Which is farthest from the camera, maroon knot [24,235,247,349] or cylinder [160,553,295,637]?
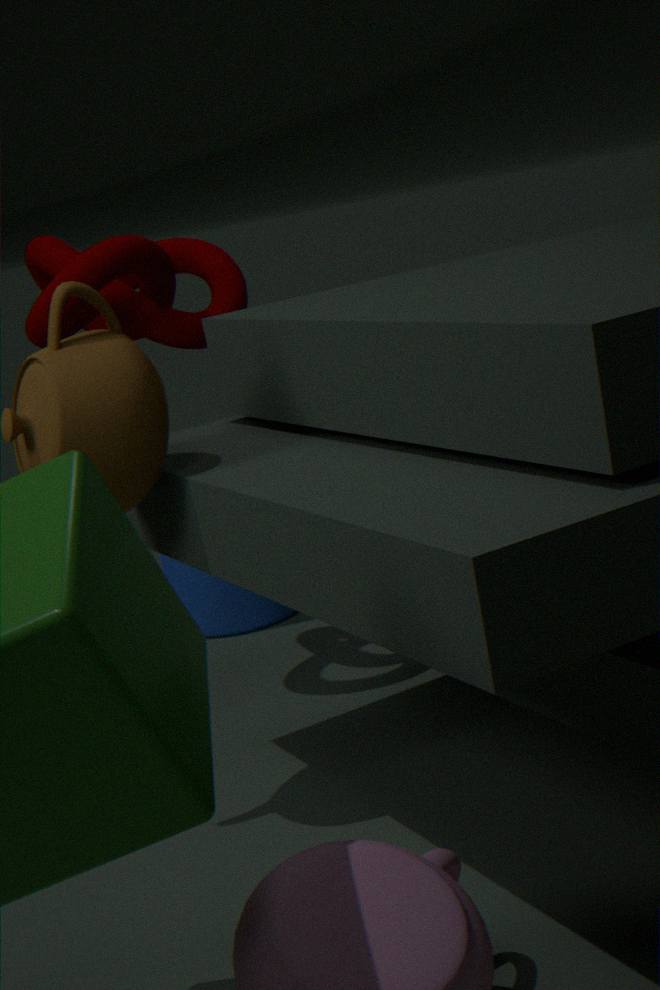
cylinder [160,553,295,637]
